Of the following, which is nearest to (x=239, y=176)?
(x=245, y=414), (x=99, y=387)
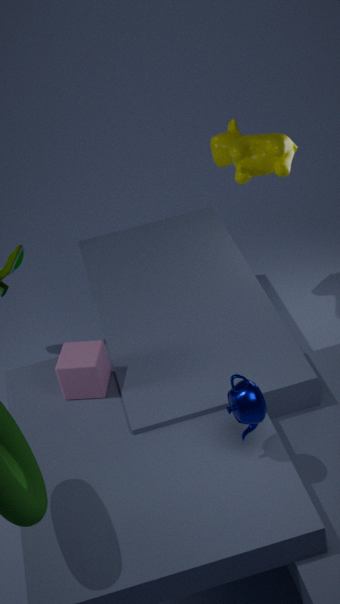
(x=99, y=387)
